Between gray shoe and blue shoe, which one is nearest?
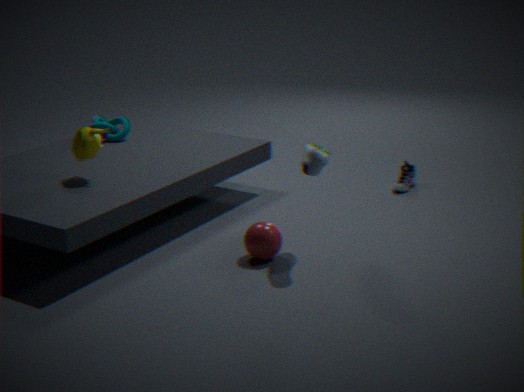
gray shoe
